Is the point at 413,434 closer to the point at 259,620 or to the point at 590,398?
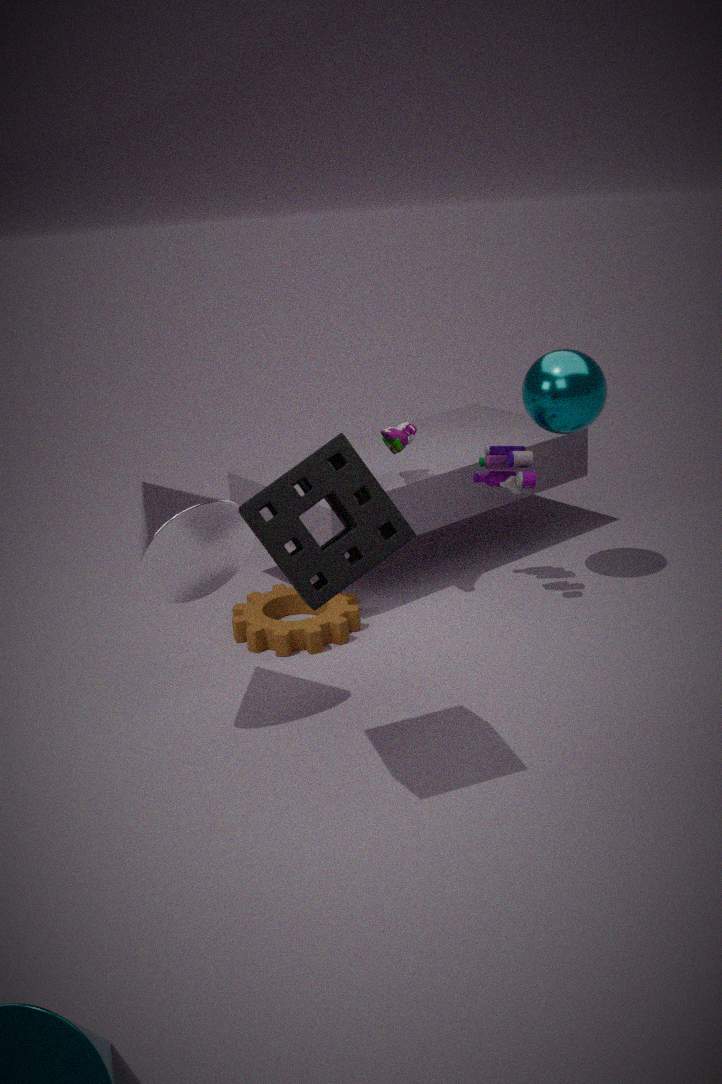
the point at 590,398
